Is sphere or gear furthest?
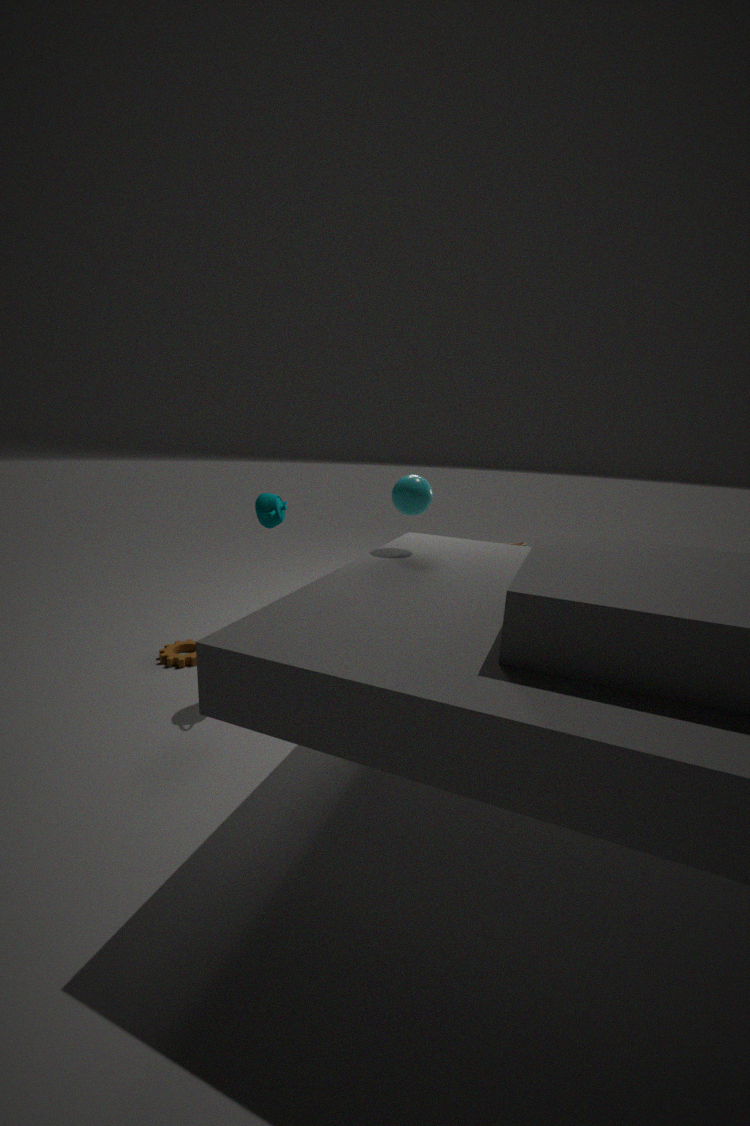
gear
